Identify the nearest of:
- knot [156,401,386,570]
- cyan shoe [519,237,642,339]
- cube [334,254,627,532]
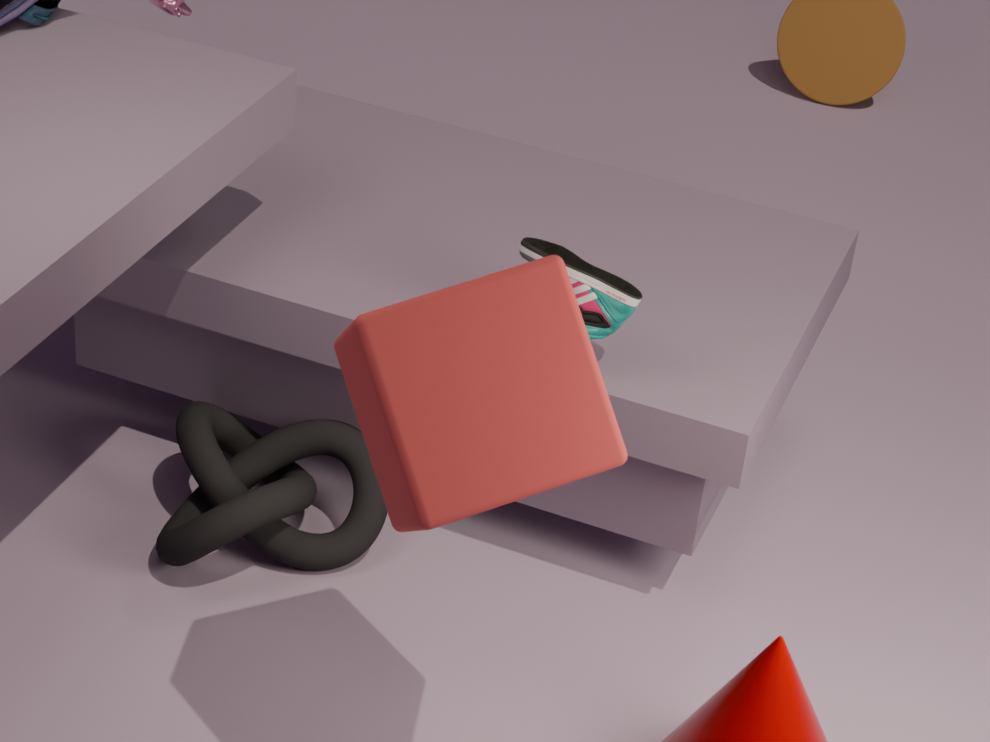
cube [334,254,627,532]
